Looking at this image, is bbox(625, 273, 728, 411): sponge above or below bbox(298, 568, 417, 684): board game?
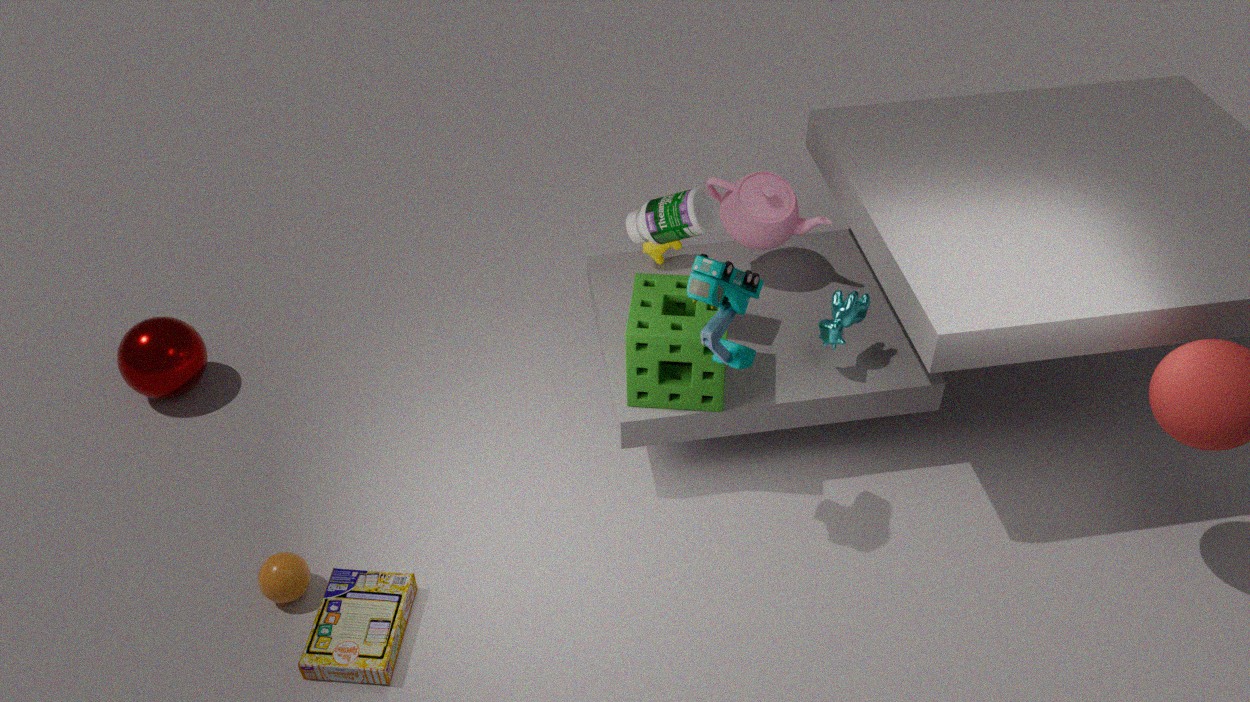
above
